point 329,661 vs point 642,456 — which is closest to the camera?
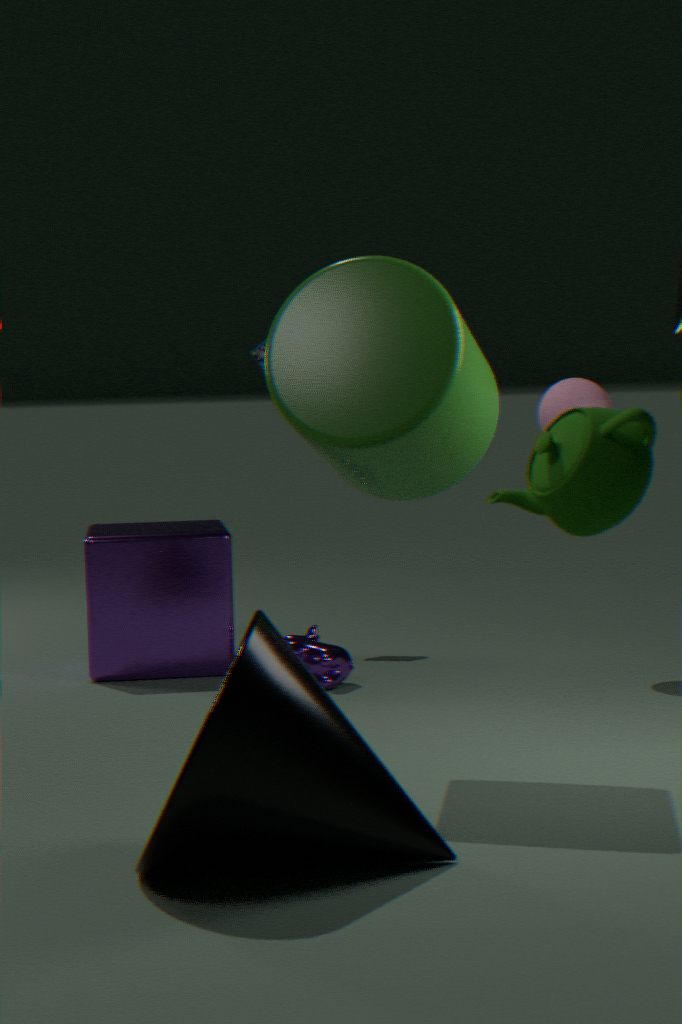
point 642,456
